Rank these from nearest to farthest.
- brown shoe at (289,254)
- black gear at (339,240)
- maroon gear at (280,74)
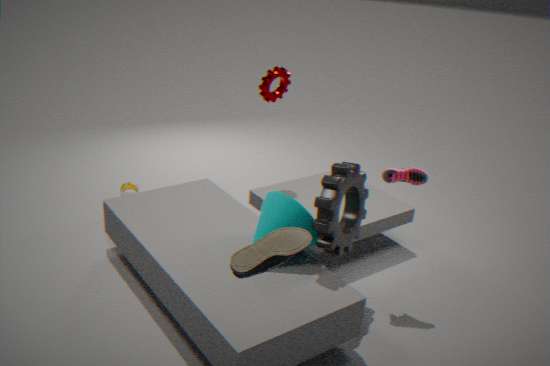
brown shoe at (289,254) → black gear at (339,240) → maroon gear at (280,74)
